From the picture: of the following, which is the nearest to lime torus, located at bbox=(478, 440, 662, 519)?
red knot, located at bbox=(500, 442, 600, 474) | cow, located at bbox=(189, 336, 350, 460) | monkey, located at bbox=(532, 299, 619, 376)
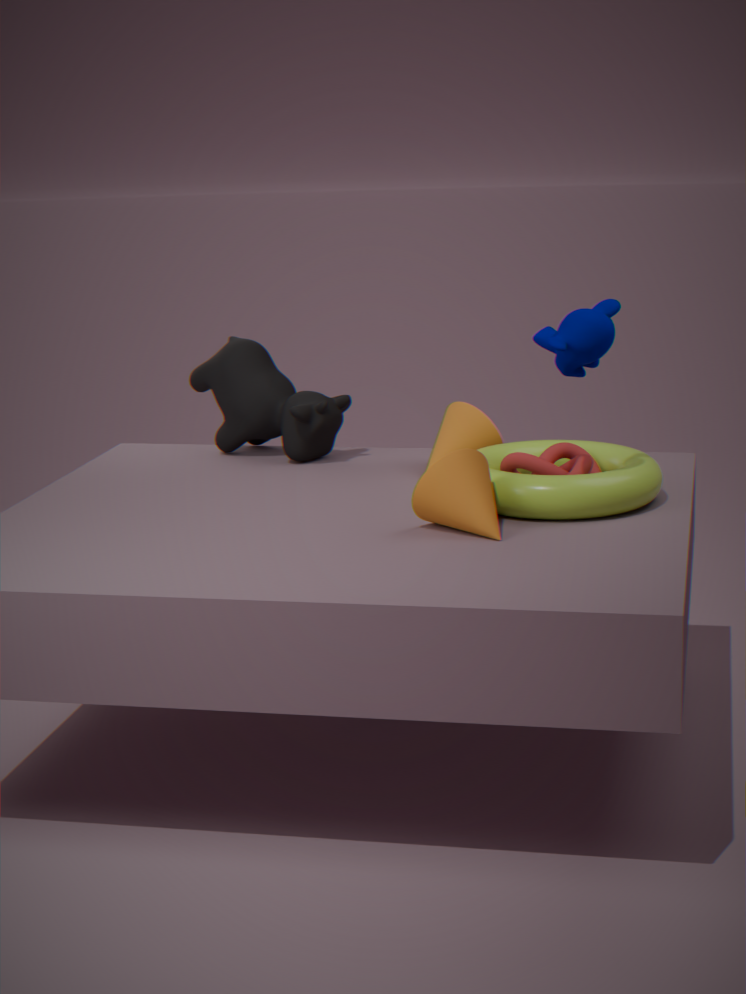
red knot, located at bbox=(500, 442, 600, 474)
